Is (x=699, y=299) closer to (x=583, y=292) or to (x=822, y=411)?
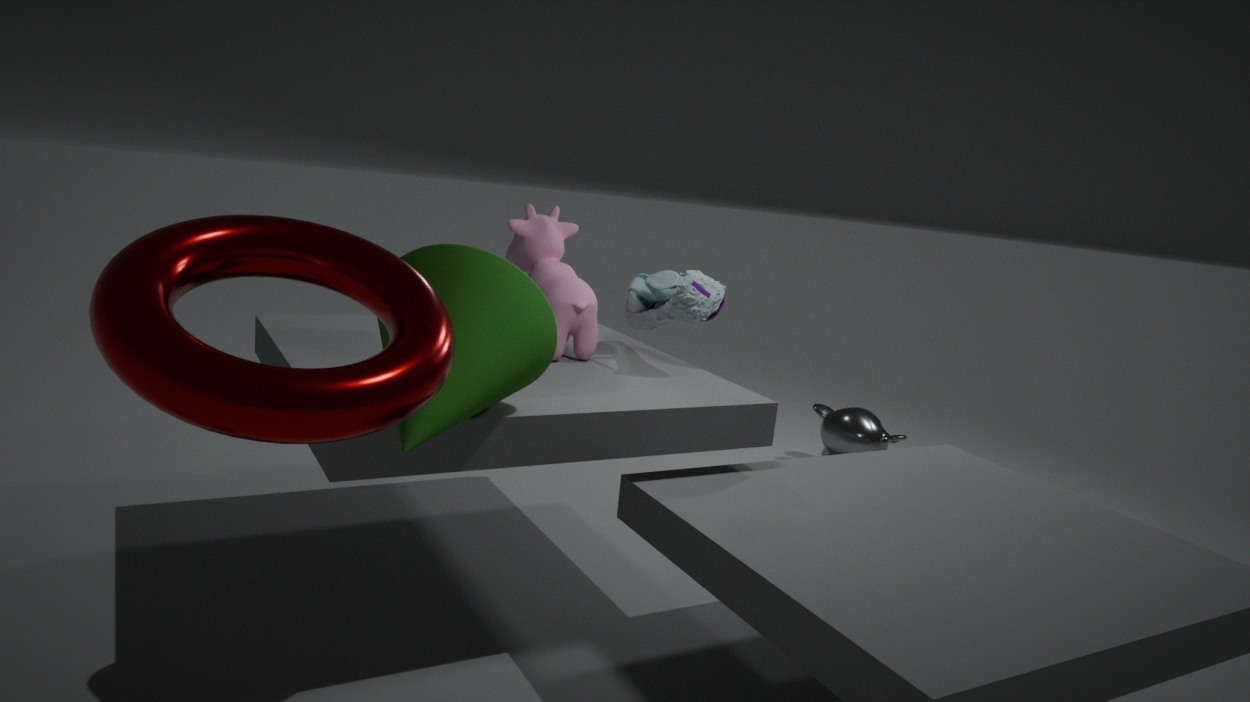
(x=583, y=292)
